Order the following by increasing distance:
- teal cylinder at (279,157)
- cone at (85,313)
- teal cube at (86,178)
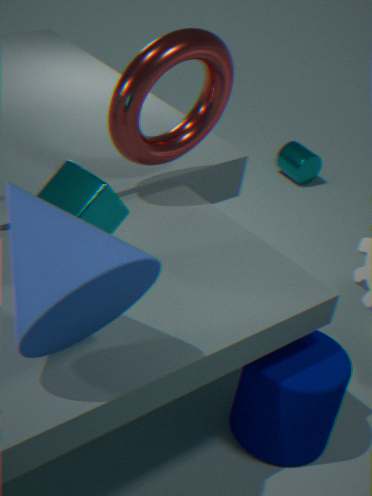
cone at (85,313) < teal cube at (86,178) < teal cylinder at (279,157)
